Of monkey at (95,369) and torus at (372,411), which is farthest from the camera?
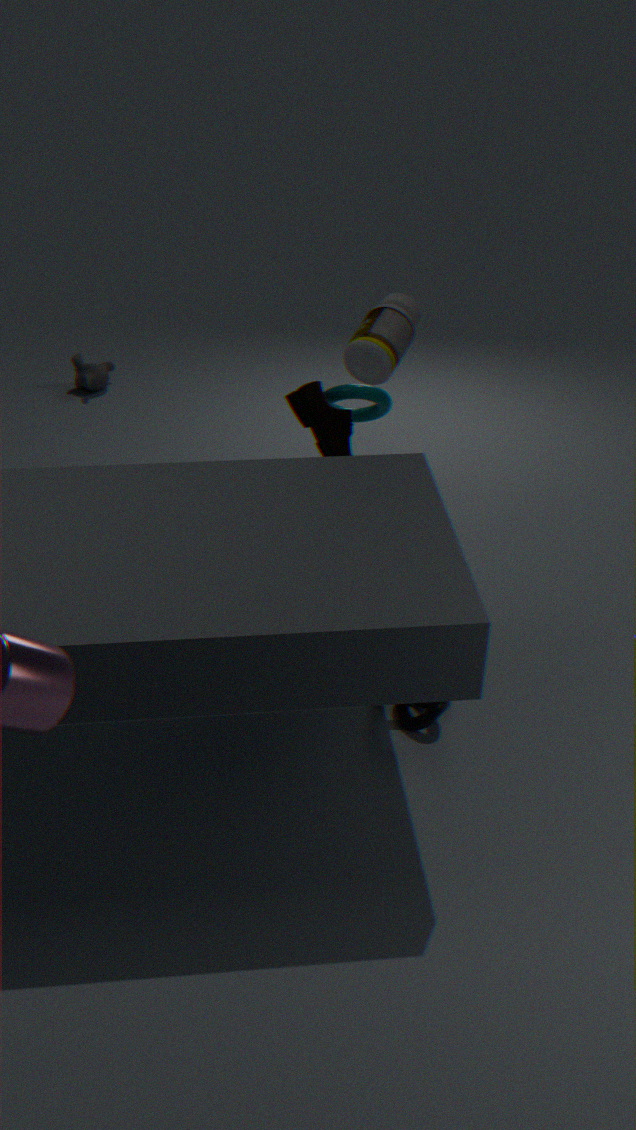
monkey at (95,369)
